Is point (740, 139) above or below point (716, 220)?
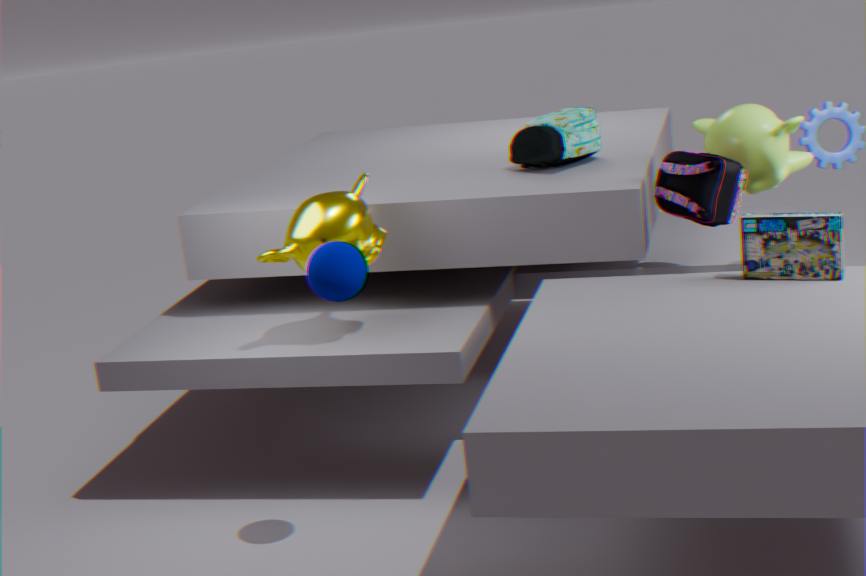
above
